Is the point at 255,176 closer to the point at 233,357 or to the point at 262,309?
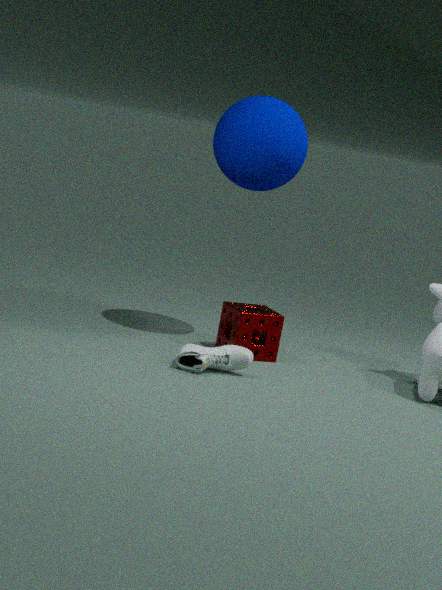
the point at 262,309
